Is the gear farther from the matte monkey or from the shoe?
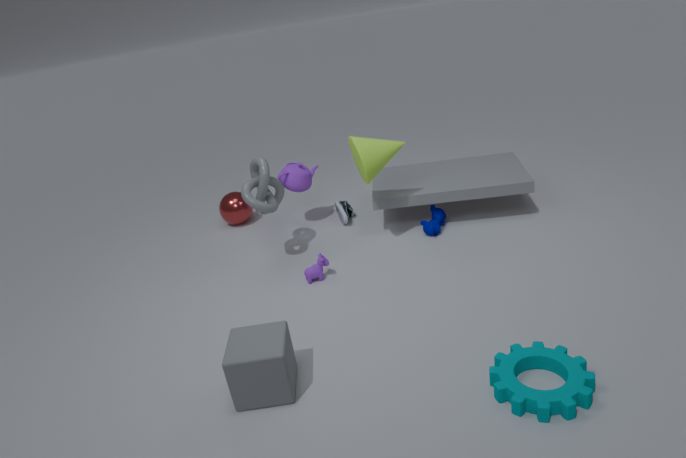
the shoe
